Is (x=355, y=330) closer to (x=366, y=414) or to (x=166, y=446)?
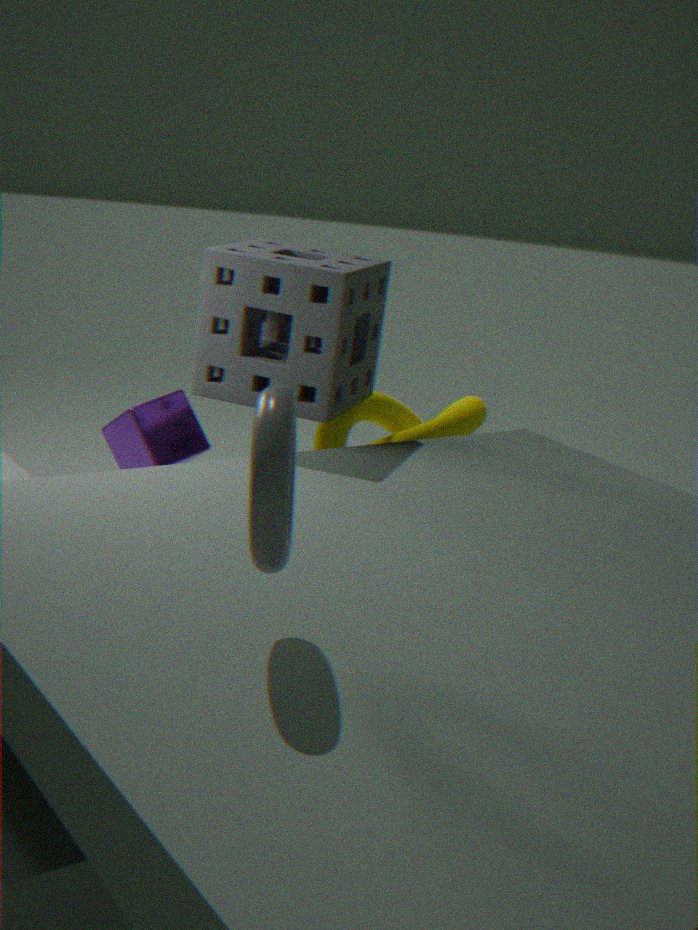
(x=166, y=446)
